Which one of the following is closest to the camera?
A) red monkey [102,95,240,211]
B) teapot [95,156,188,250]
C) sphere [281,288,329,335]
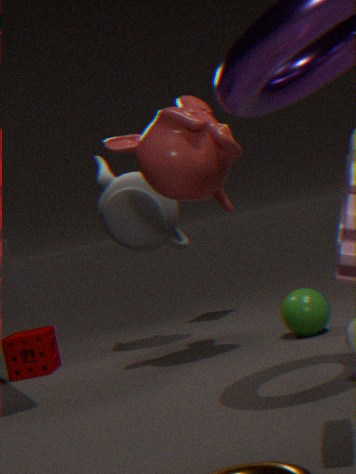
red monkey [102,95,240,211]
